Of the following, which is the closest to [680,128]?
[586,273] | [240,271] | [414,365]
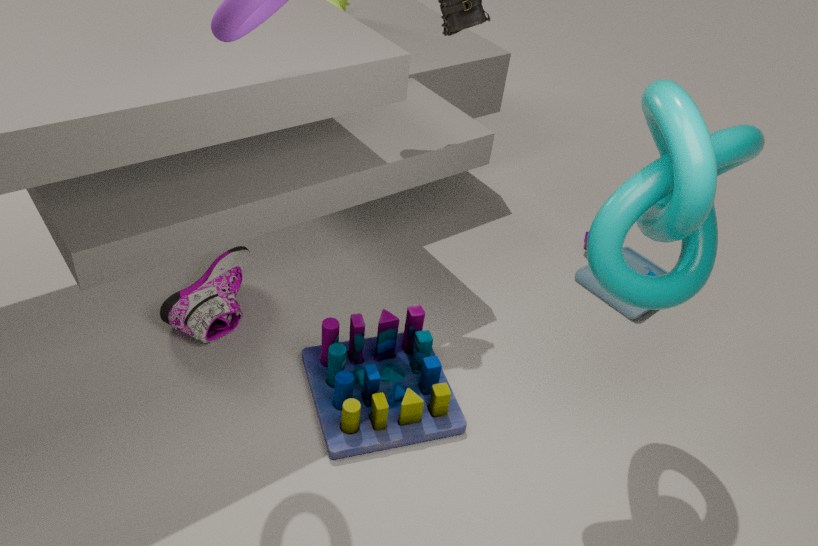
[414,365]
